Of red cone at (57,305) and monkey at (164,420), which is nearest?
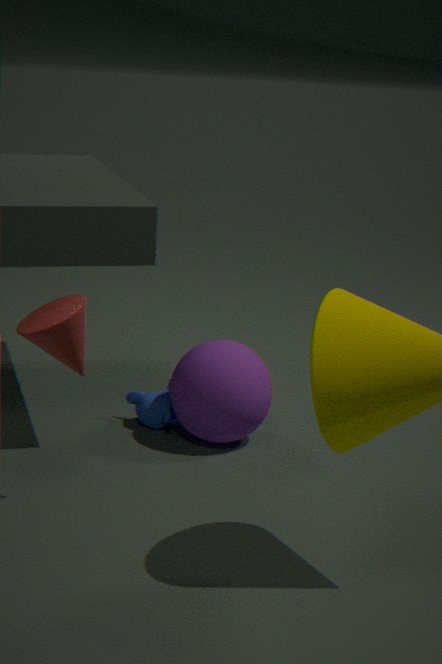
red cone at (57,305)
